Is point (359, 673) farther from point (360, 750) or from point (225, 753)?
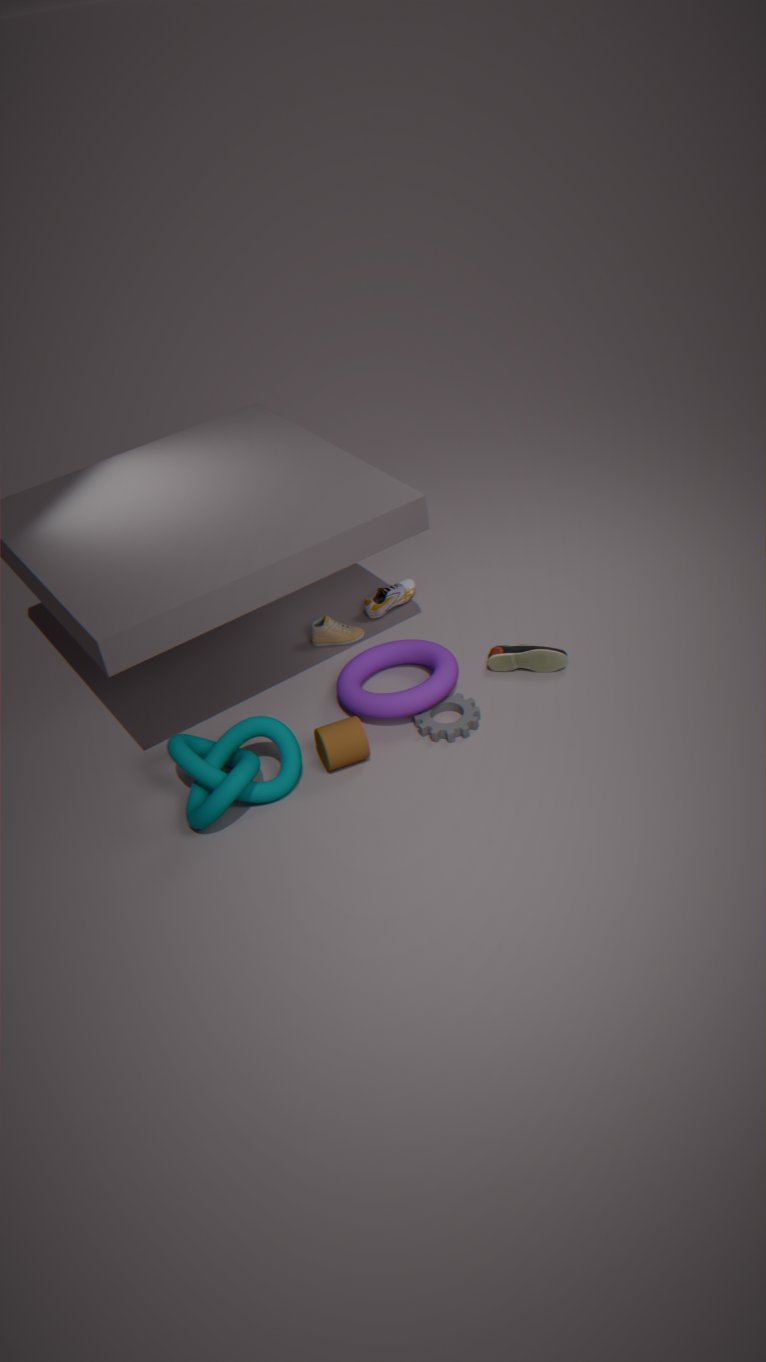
point (225, 753)
